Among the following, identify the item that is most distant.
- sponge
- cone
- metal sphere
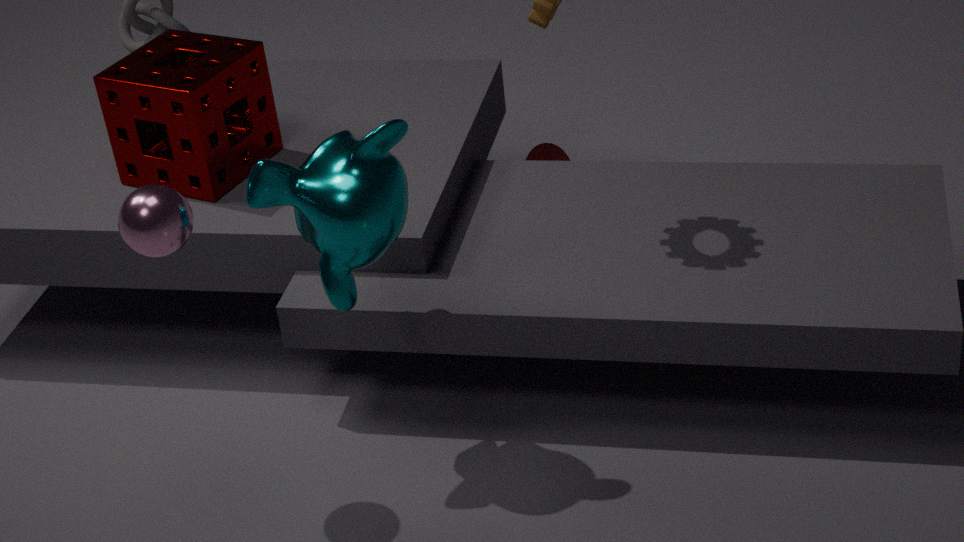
cone
